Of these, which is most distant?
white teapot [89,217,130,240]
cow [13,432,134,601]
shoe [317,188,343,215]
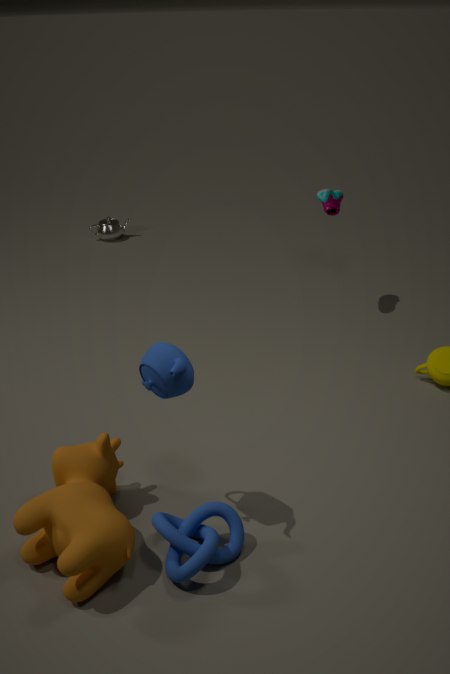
white teapot [89,217,130,240]
